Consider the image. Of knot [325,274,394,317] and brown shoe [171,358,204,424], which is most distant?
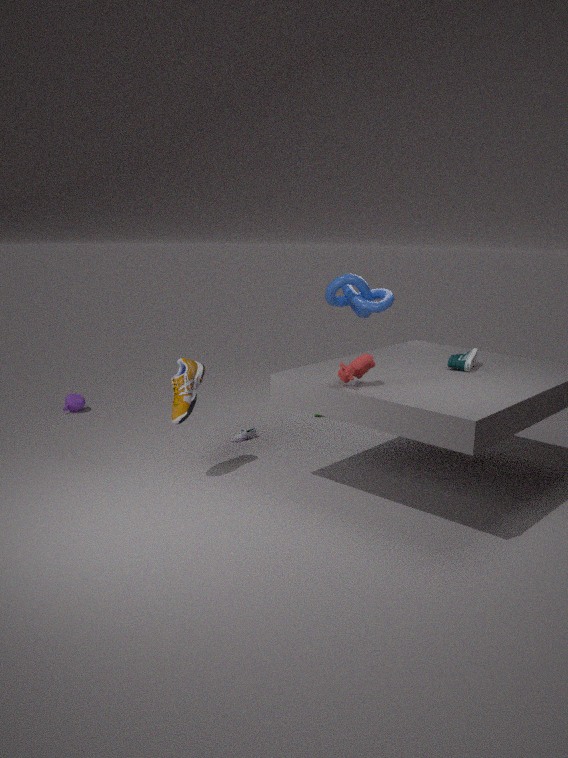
knot [325,274,394,317]
